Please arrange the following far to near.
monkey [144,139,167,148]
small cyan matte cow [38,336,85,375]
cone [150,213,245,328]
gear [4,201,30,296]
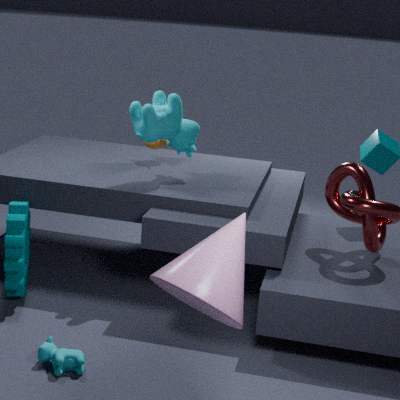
monkey [144,139,167,148], gear [4,201,30,296], small cyan matte cow [38,336,85,375], cone [150,213,245,328]
